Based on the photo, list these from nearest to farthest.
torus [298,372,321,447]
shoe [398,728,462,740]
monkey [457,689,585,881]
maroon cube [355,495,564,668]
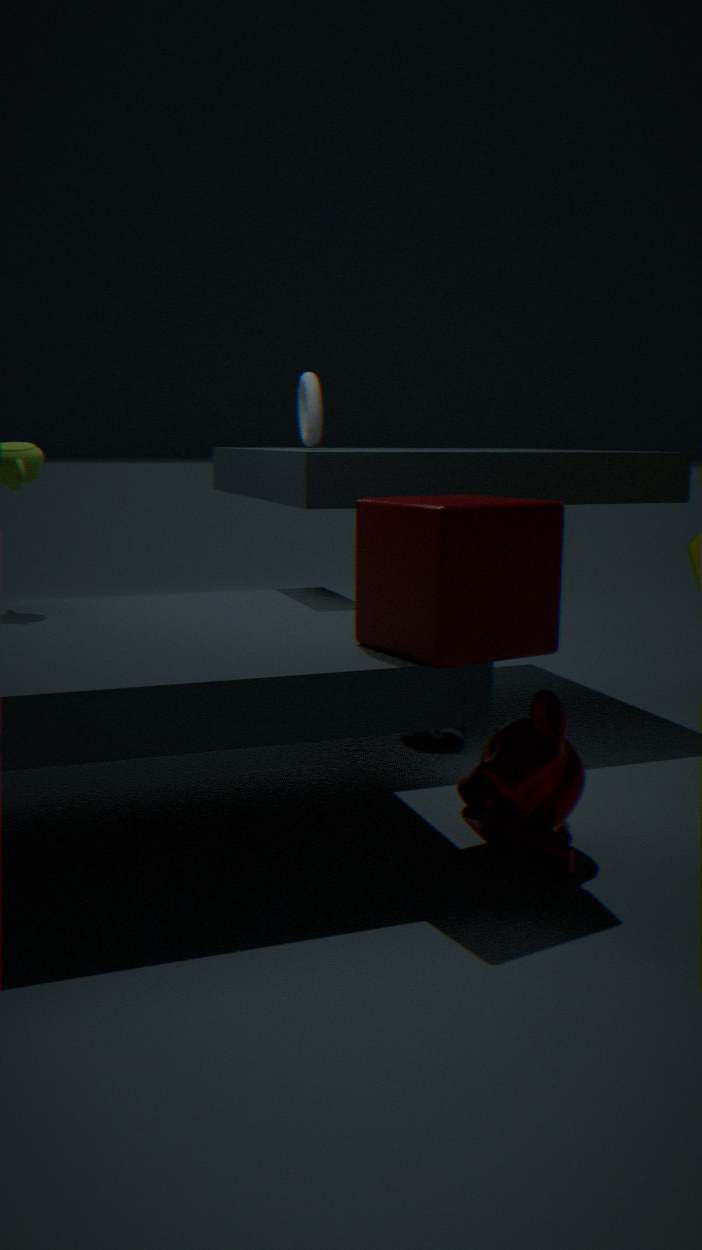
maroon cube [355,495,564,668] < monkey [457,689,585,881] < shoe [398,728,462,740] < torus [298,372,321,447]
